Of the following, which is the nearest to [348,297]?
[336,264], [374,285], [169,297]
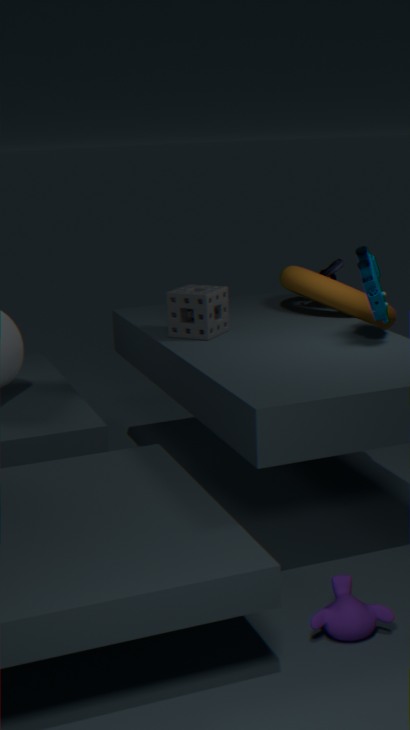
[336,264]
